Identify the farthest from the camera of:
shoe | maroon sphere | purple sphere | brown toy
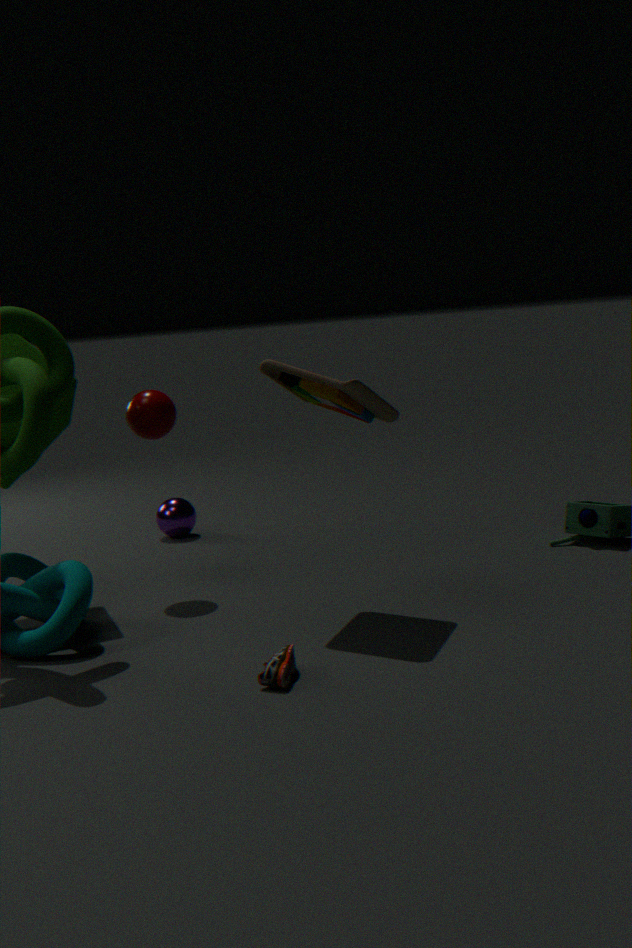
purple sphere
